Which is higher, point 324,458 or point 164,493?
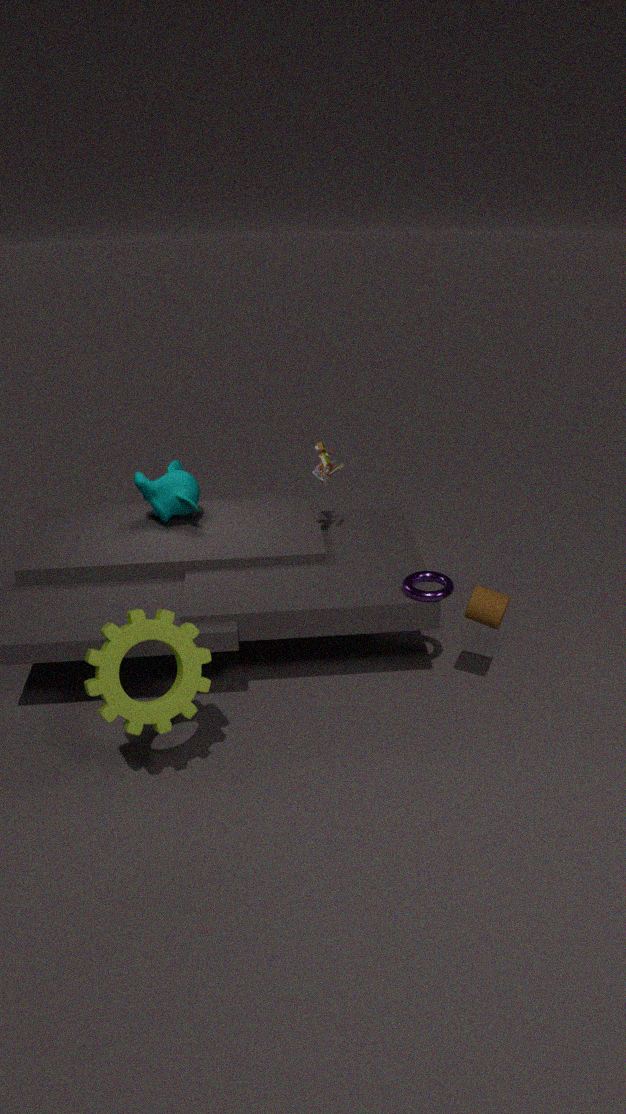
point 324,458
